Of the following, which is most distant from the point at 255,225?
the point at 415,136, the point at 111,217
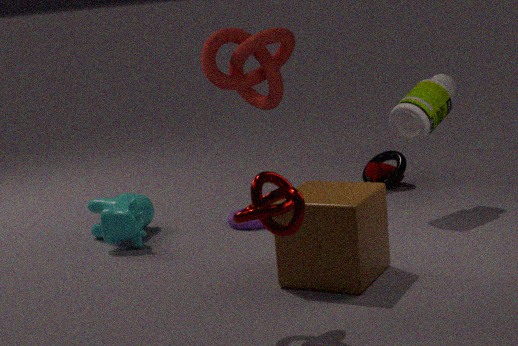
the point at 415,136
